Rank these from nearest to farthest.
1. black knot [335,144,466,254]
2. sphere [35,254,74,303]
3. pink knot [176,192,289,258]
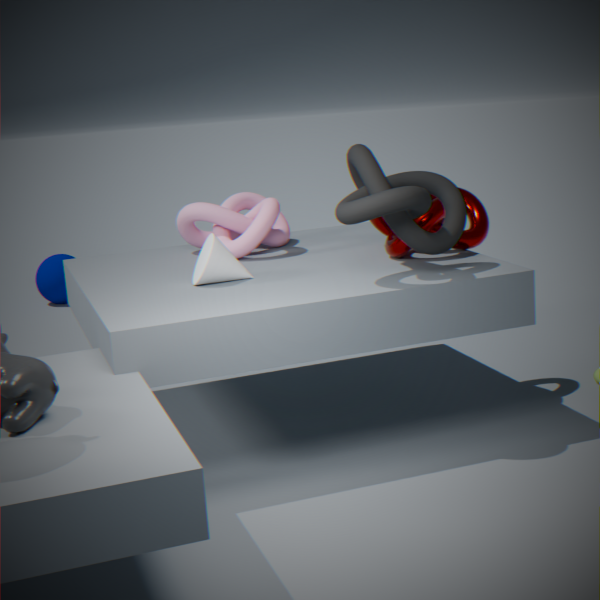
1. black knot [335,144,466,254]
2. pink knot [176,192,289,258]
3. sphere [35,254,74,303]
